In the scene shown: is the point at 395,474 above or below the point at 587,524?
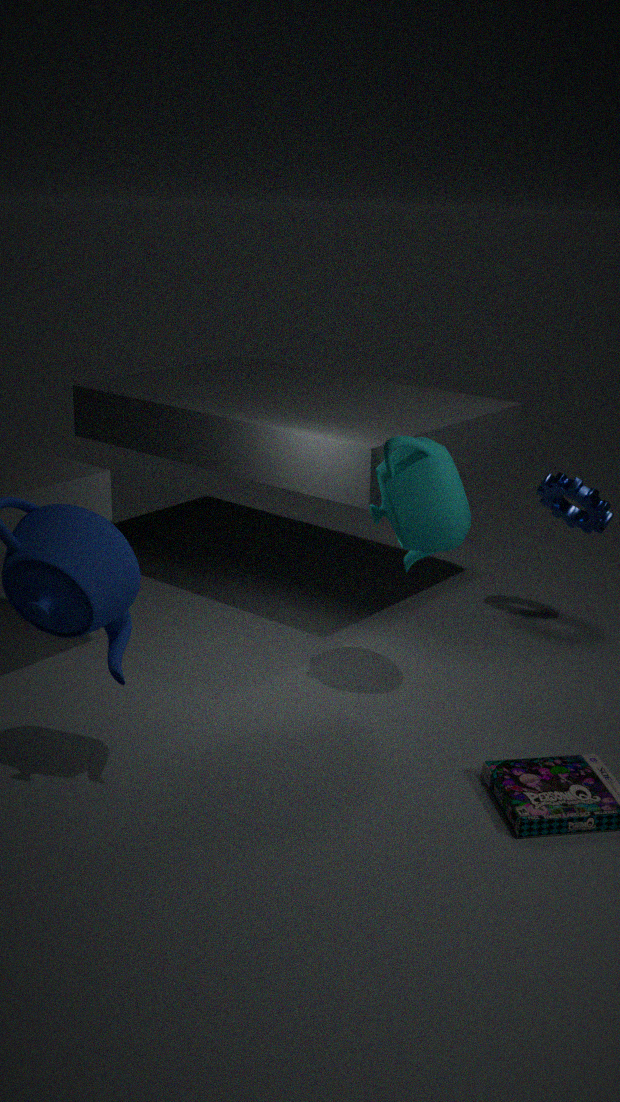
above
